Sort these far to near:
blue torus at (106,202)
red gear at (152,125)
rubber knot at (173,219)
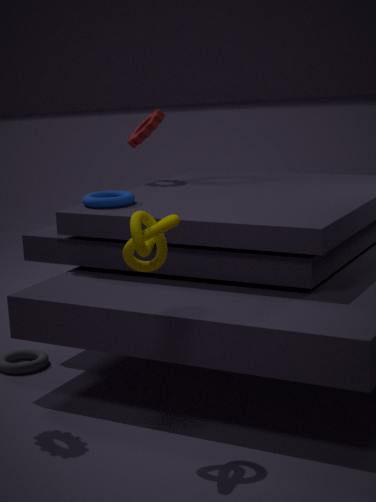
1. red gear at (152,125)
2. blue torus at (106,202)
3. rubber knot at (173,219)
